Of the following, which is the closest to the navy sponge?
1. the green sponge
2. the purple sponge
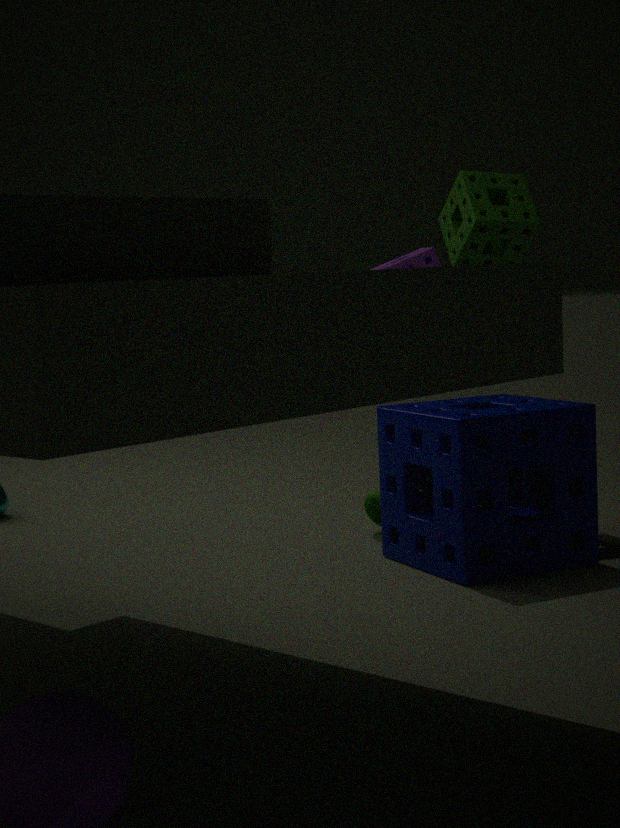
the green sponge
